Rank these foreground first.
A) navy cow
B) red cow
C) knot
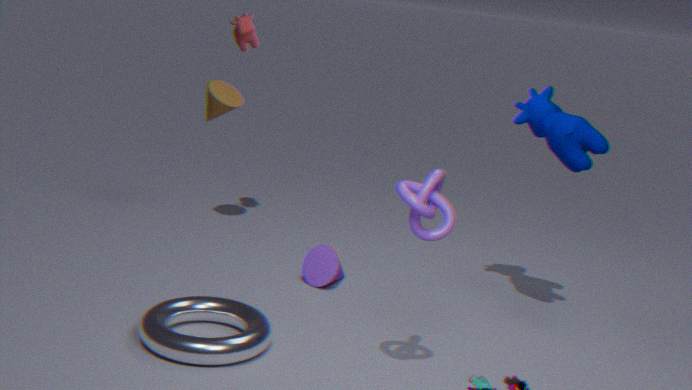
knot, navy cow, red cow
